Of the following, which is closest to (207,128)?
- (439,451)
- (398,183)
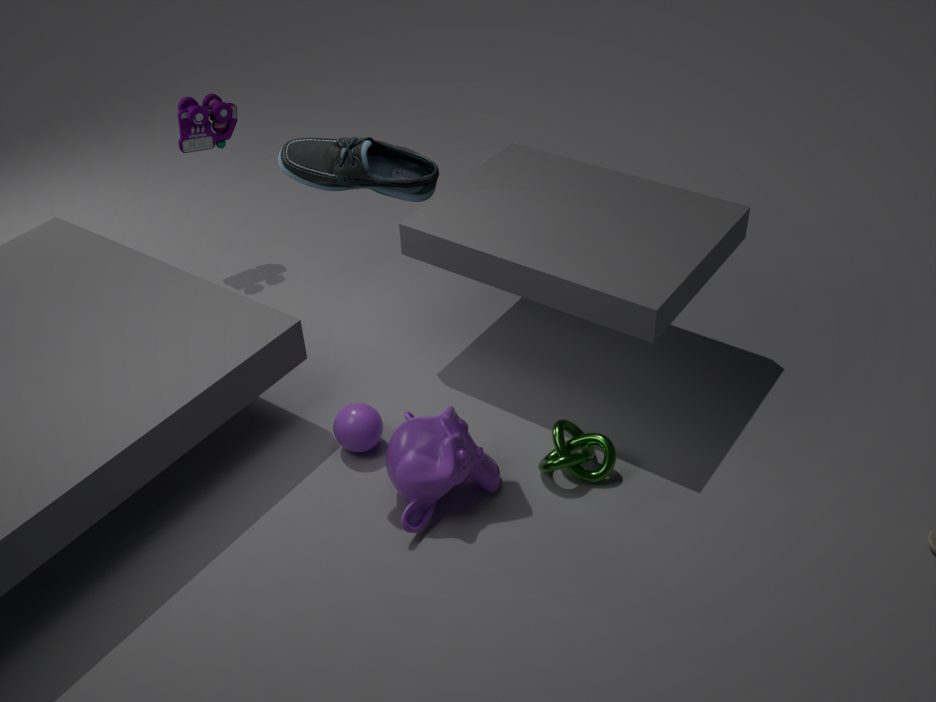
(398,183)
